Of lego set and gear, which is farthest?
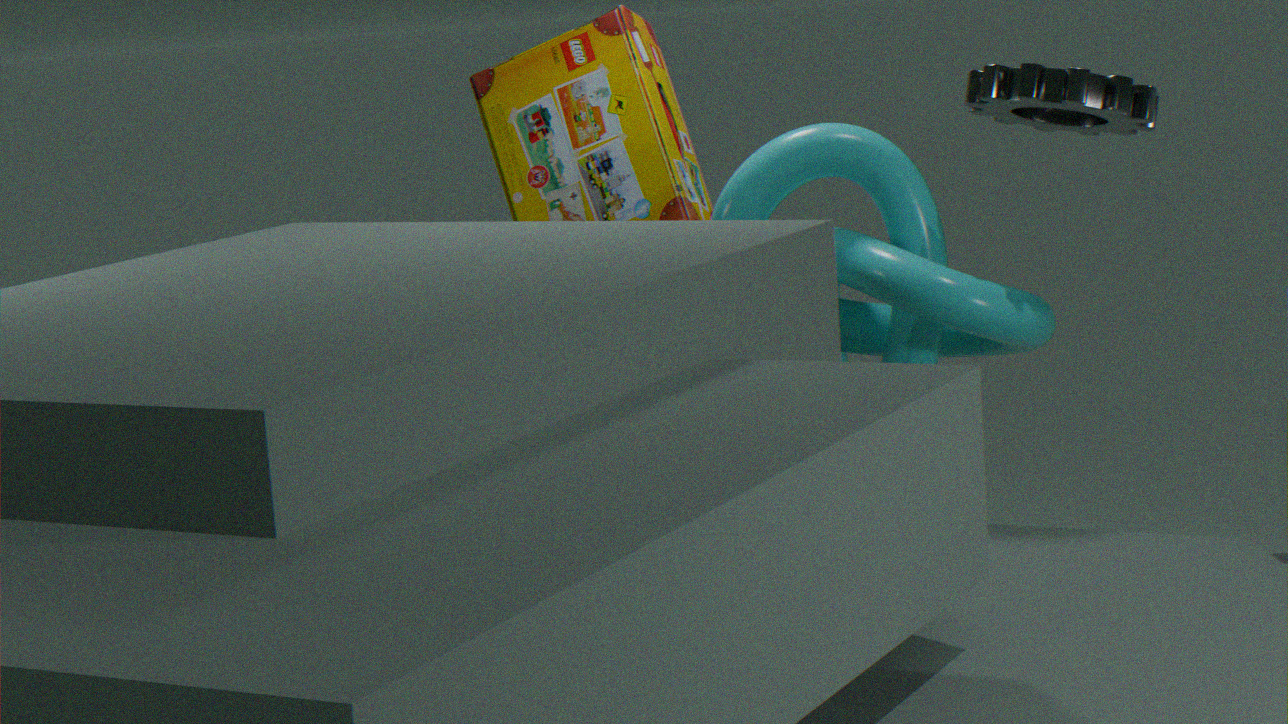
lego set
